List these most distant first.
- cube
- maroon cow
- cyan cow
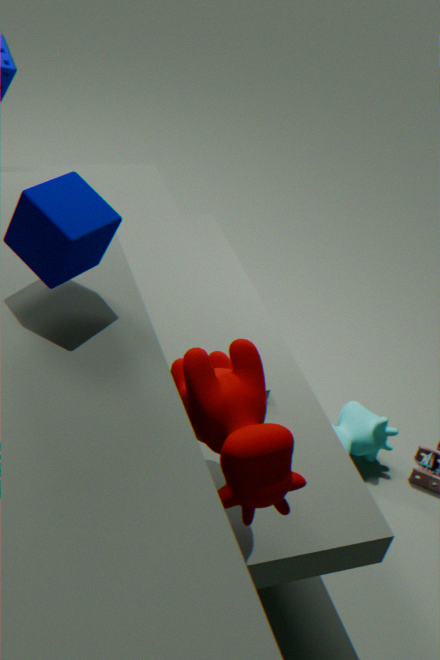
1. cyan cow
2. cube
3. maroon cow
